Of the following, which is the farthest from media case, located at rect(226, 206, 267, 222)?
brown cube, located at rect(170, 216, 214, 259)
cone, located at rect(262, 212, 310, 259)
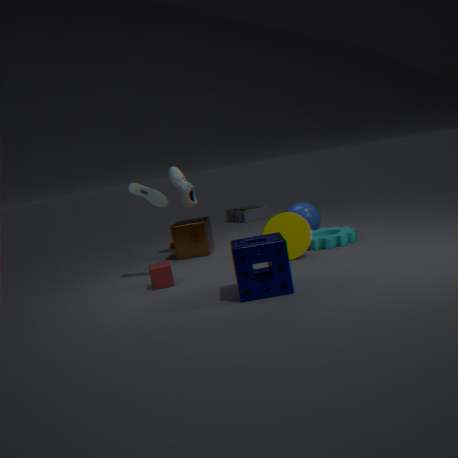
cone, located at rect(262, 212, 310, 259)
